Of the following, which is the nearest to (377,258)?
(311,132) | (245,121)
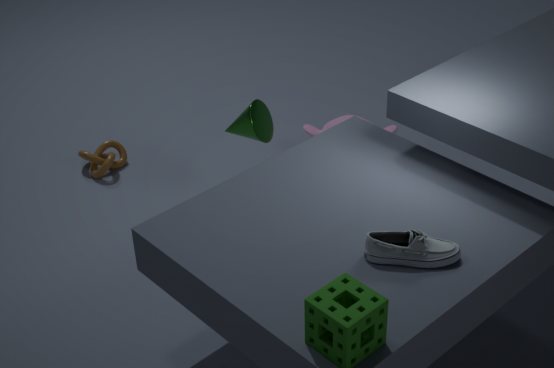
(245,121)
